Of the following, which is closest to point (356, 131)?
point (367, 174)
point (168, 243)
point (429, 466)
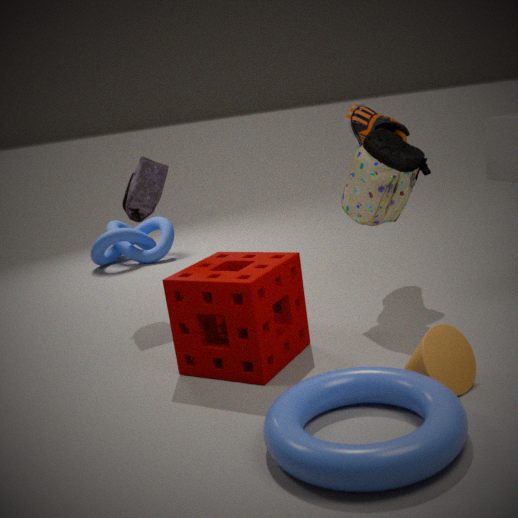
point (367, 174)
